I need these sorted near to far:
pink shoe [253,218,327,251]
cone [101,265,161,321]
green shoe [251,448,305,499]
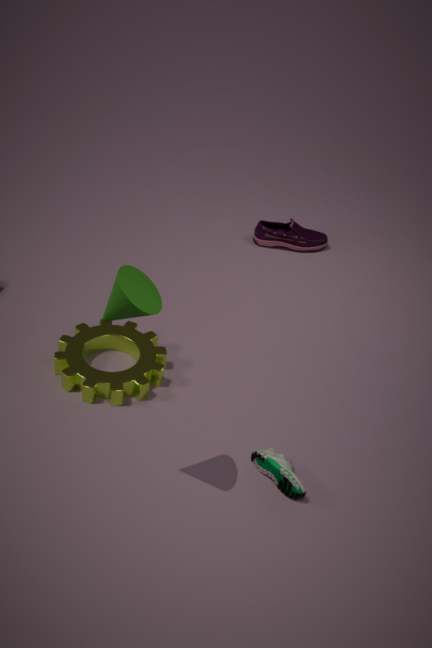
cone [101,265,161,321], green shoe [251,448,305,499], pink shoe [253,218,327,251]
